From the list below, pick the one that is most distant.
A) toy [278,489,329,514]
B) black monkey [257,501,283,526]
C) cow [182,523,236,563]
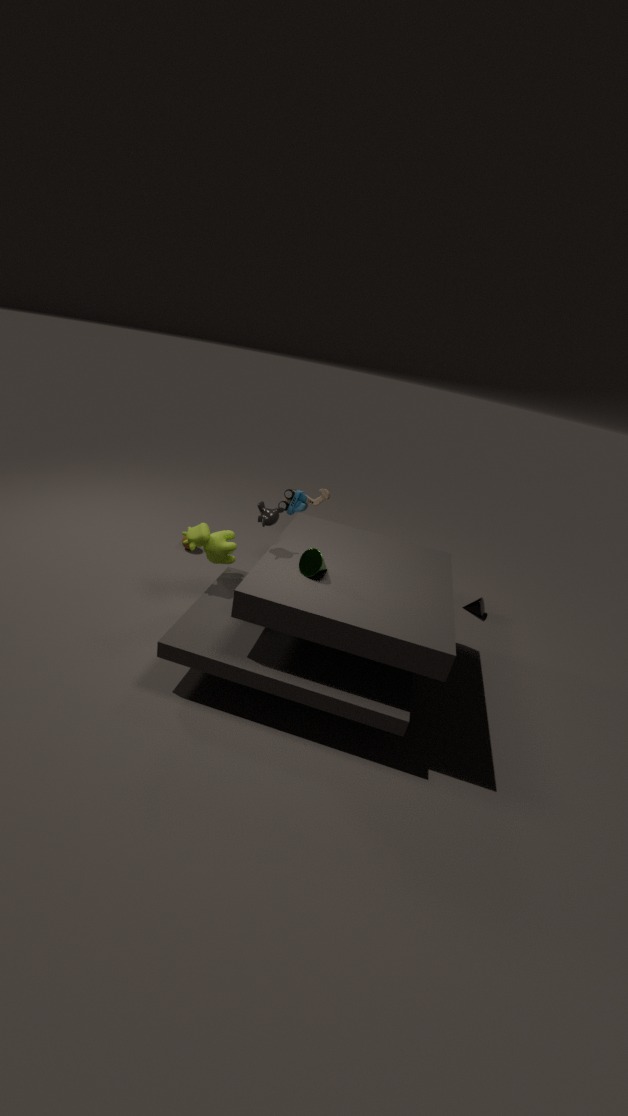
toy [278,489,329,514]
